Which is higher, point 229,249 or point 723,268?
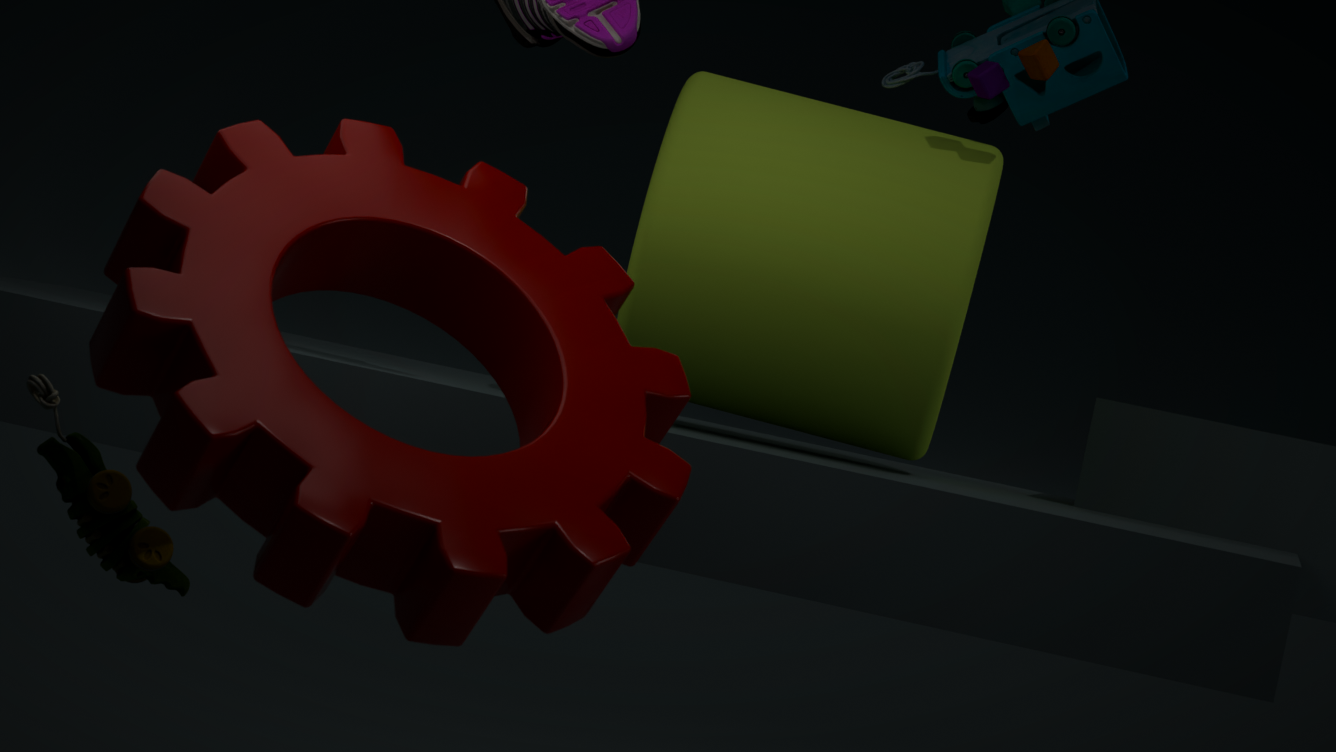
point 723,268
